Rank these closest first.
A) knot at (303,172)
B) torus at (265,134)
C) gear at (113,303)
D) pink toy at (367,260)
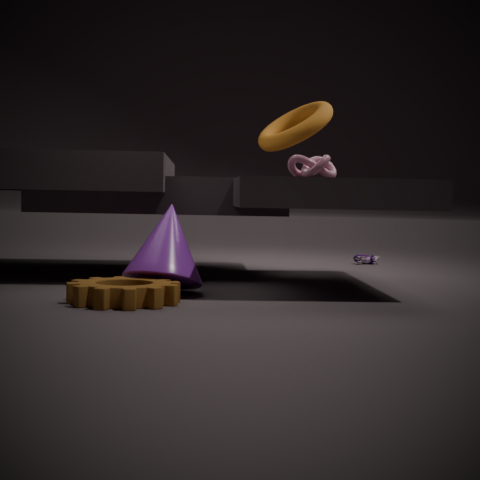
1. gear at (113,303)
2. knot at (303,172)
3. torus at (265,134)
4. pink toy at (367,260)
